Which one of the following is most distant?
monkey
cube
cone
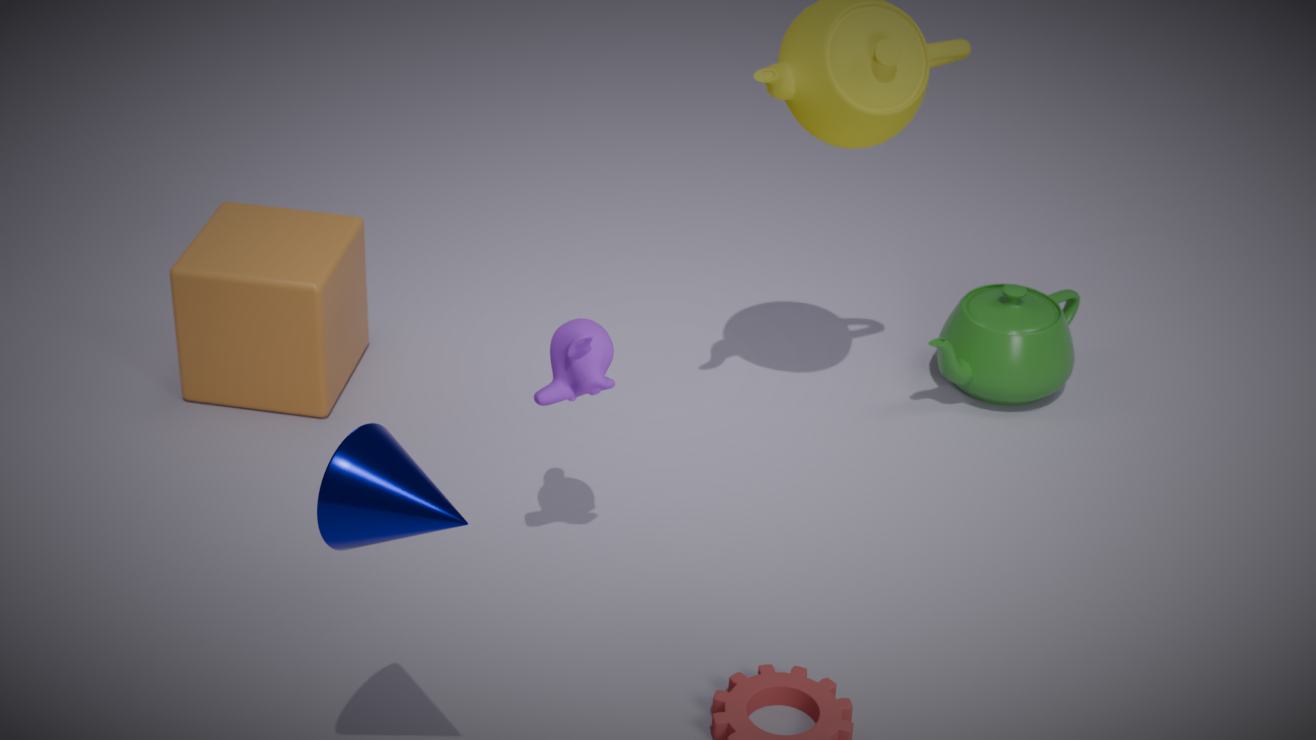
cube
